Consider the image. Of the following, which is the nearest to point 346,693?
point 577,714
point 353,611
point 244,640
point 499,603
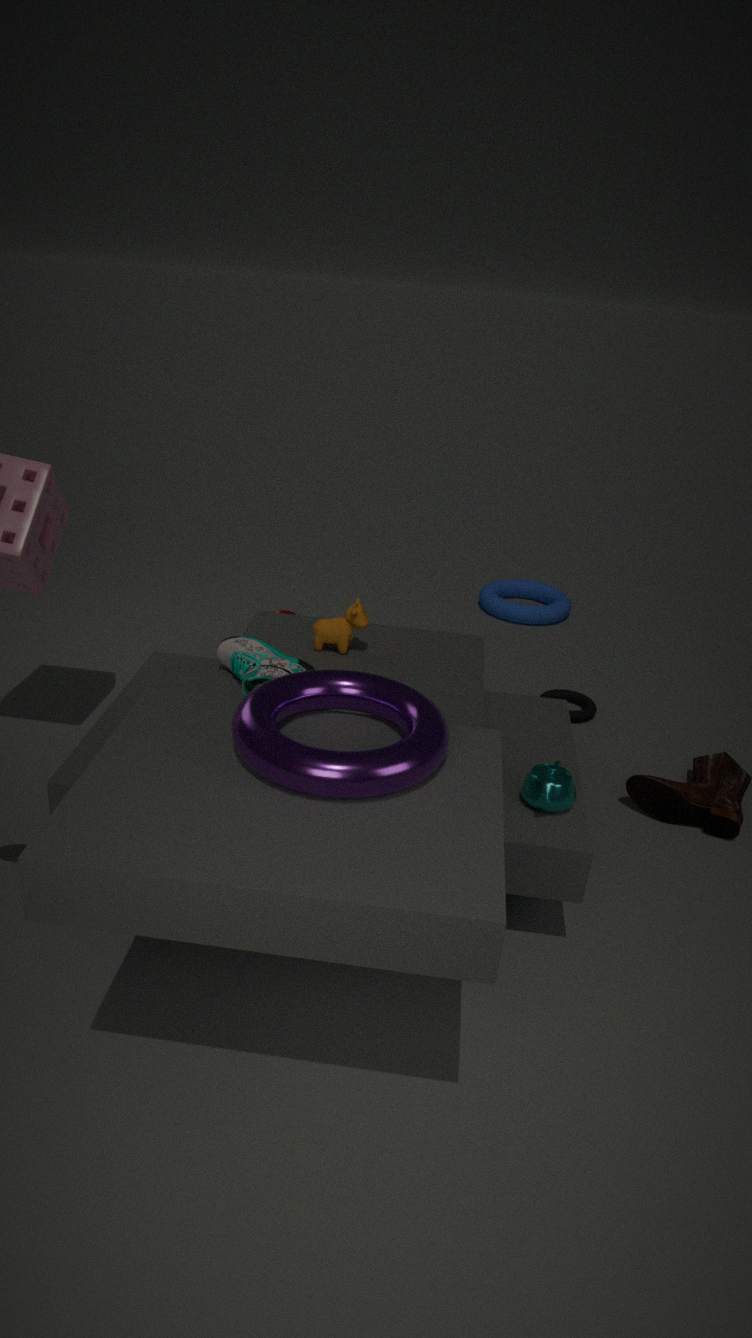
point 244,640
